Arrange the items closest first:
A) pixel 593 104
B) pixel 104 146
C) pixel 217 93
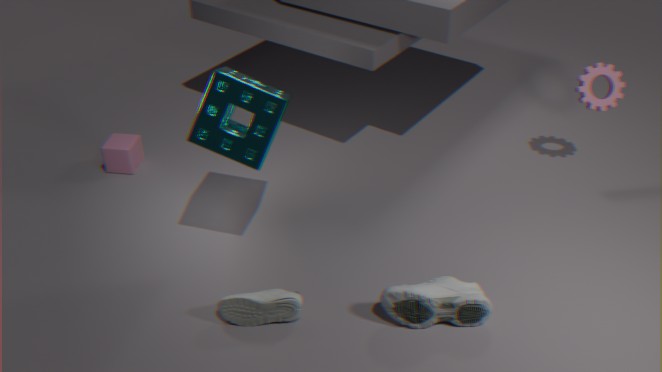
1. pixel 217 93
2. pixel 593 104
3. pixel 104 146
